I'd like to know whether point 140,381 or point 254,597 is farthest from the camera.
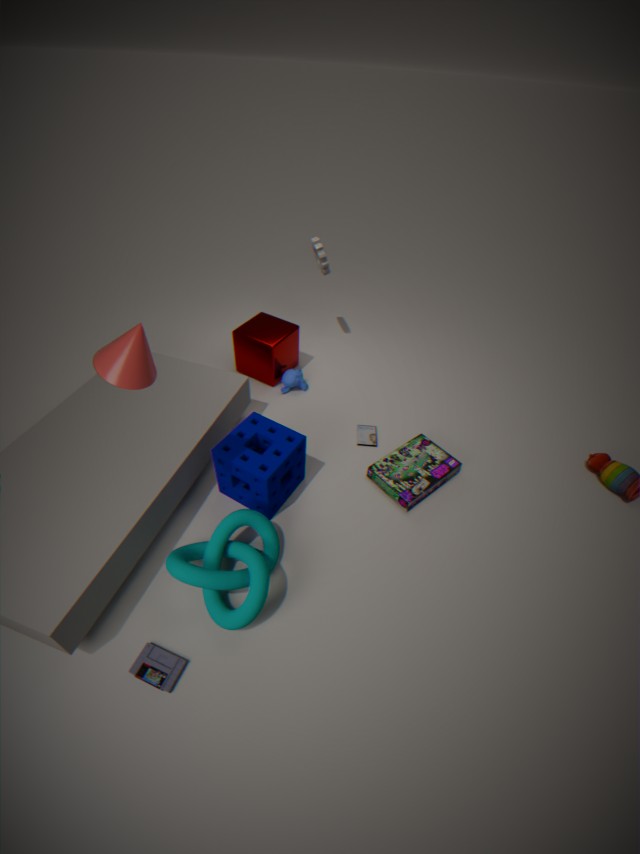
point 254,597
